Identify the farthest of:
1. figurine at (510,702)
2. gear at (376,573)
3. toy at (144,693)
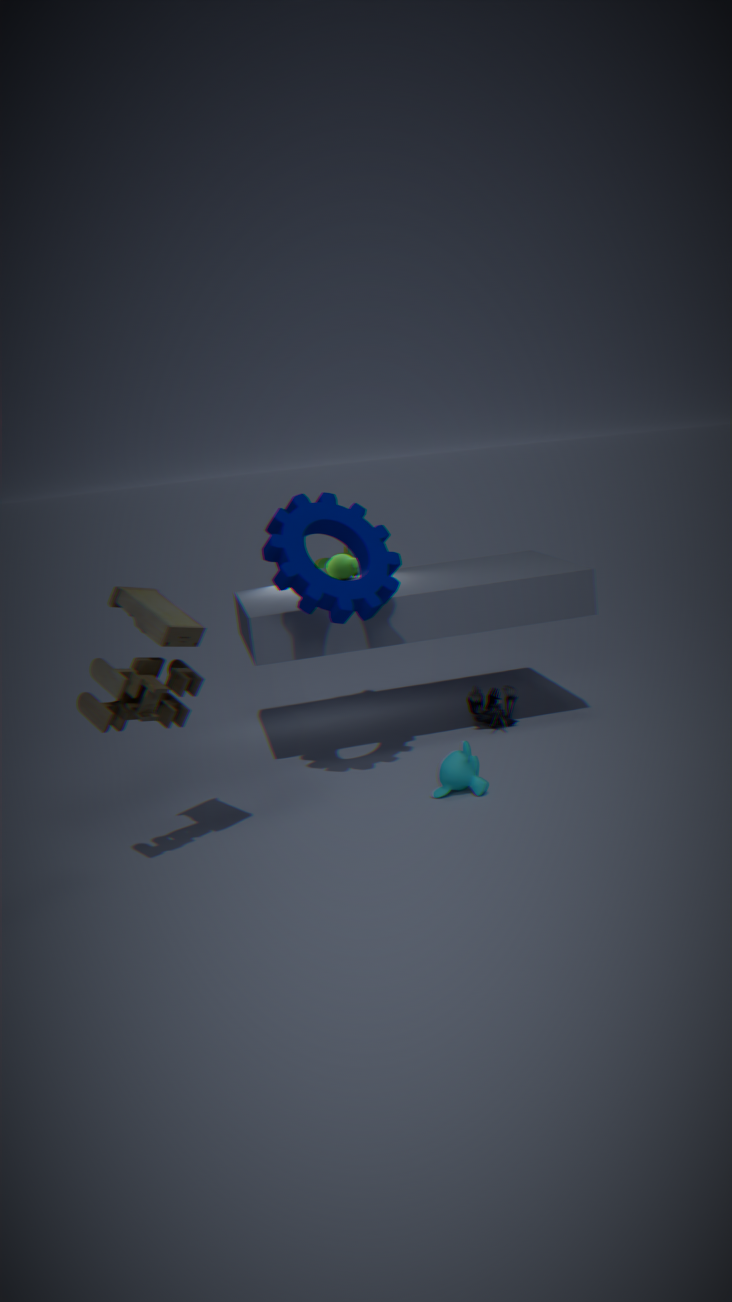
figurine at (510,702)
